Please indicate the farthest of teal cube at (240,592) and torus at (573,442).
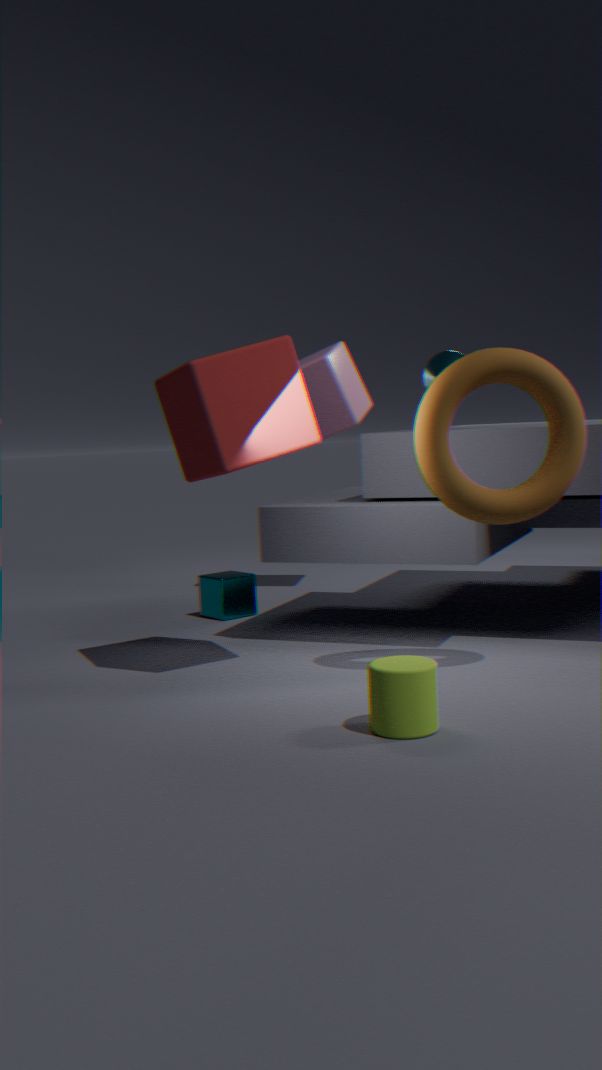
teal cube at (240,592)
